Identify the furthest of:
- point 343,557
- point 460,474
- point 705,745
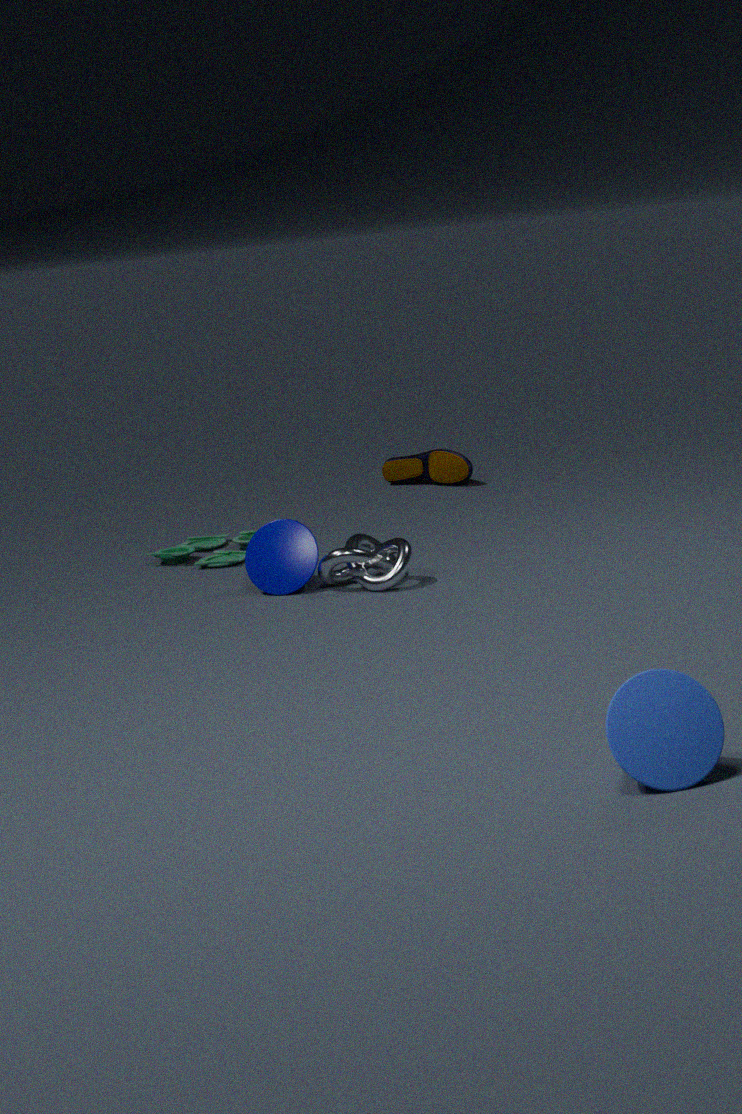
point 460,474
